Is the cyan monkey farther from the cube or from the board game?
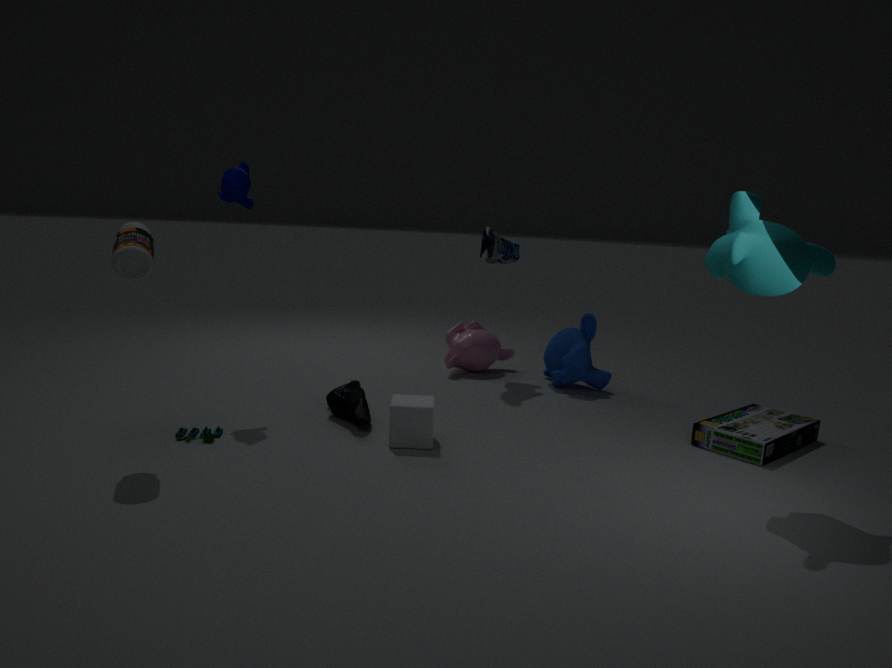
the cube
